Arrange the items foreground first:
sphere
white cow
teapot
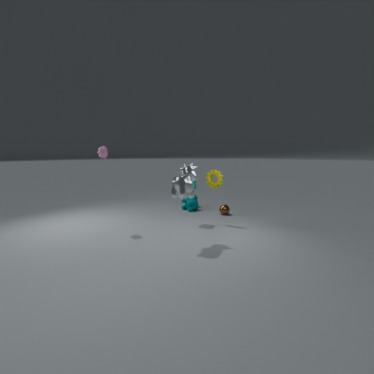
white cow, teapot, sphere
